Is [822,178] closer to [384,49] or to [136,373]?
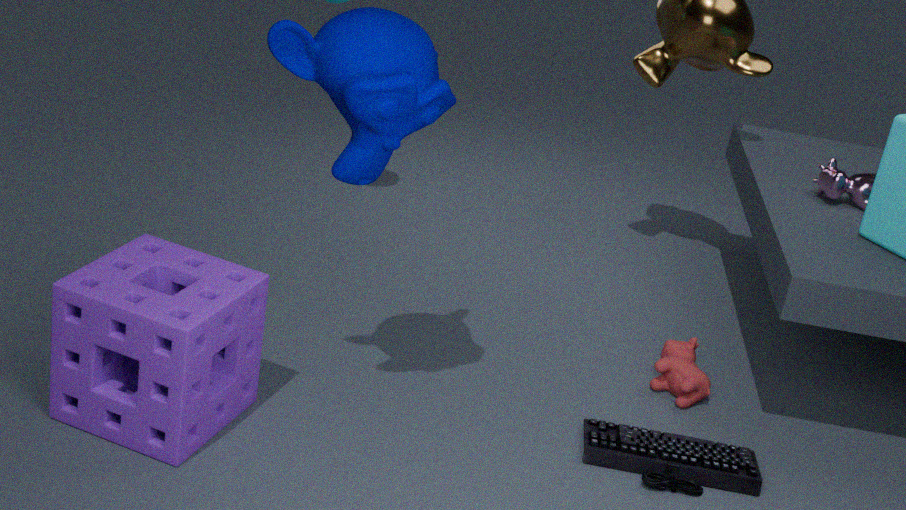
[384,49]
